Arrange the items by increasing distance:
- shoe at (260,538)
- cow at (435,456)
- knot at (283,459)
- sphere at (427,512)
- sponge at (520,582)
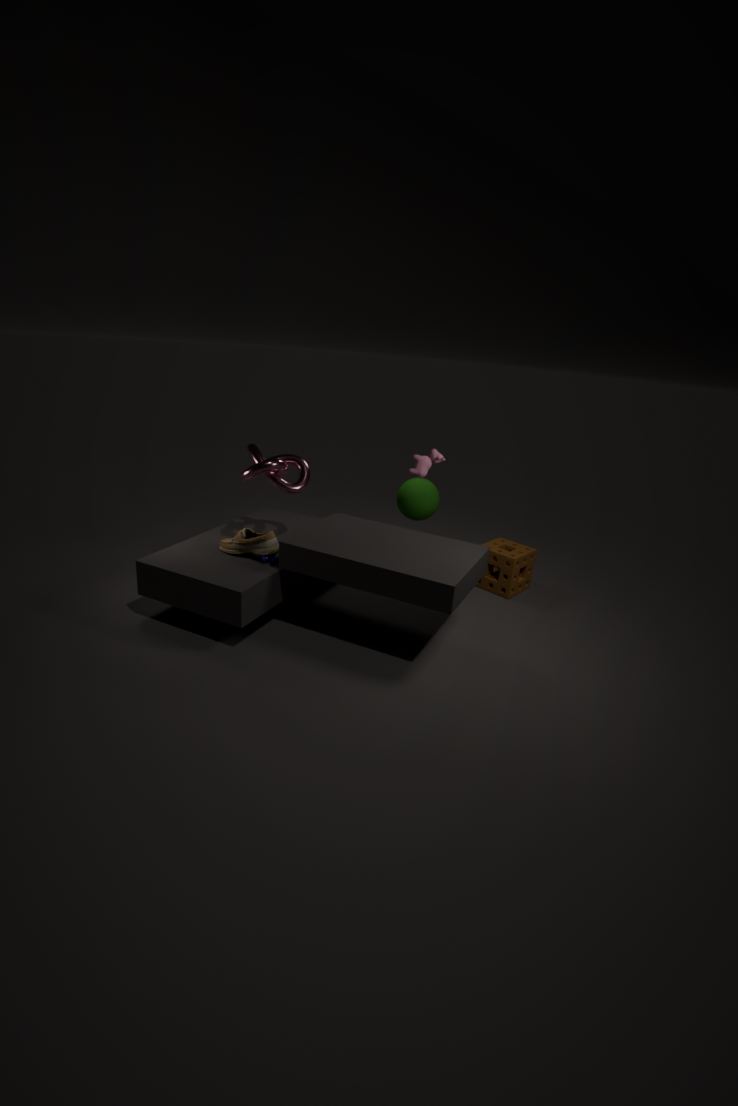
1. shoe at (260,538)
2. knot at (283,459)
3. cow at (435,456)
4. sponge at (520,582)
5. sphere at (427,512)
